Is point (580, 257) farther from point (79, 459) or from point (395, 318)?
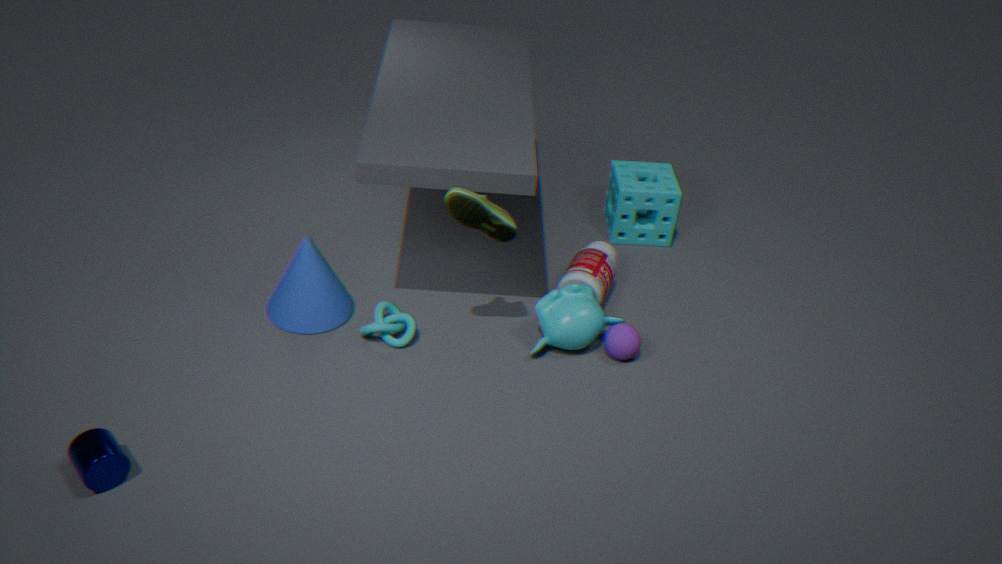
point (79, 459)
